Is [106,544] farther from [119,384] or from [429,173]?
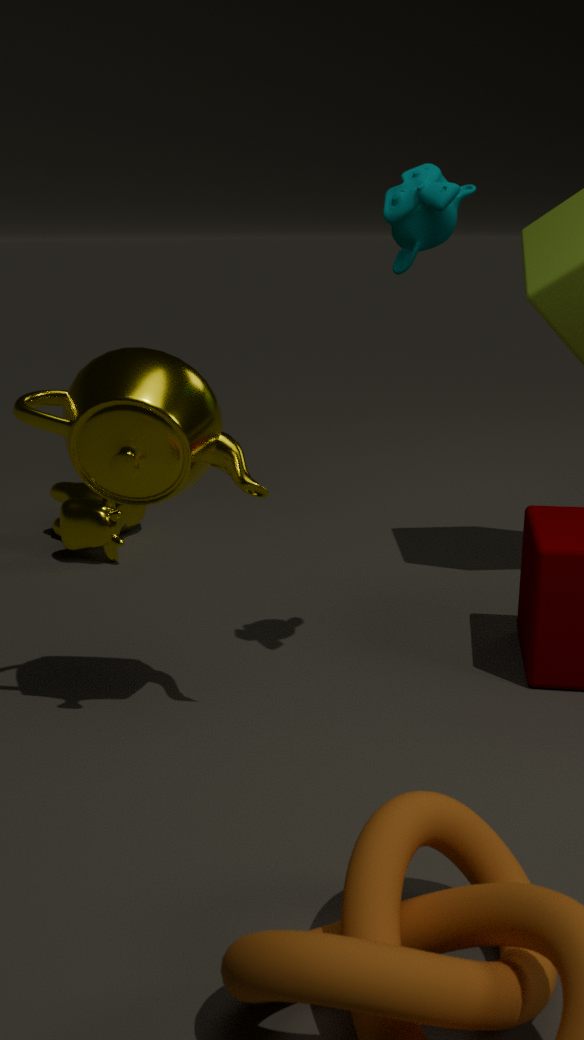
[429,173]
